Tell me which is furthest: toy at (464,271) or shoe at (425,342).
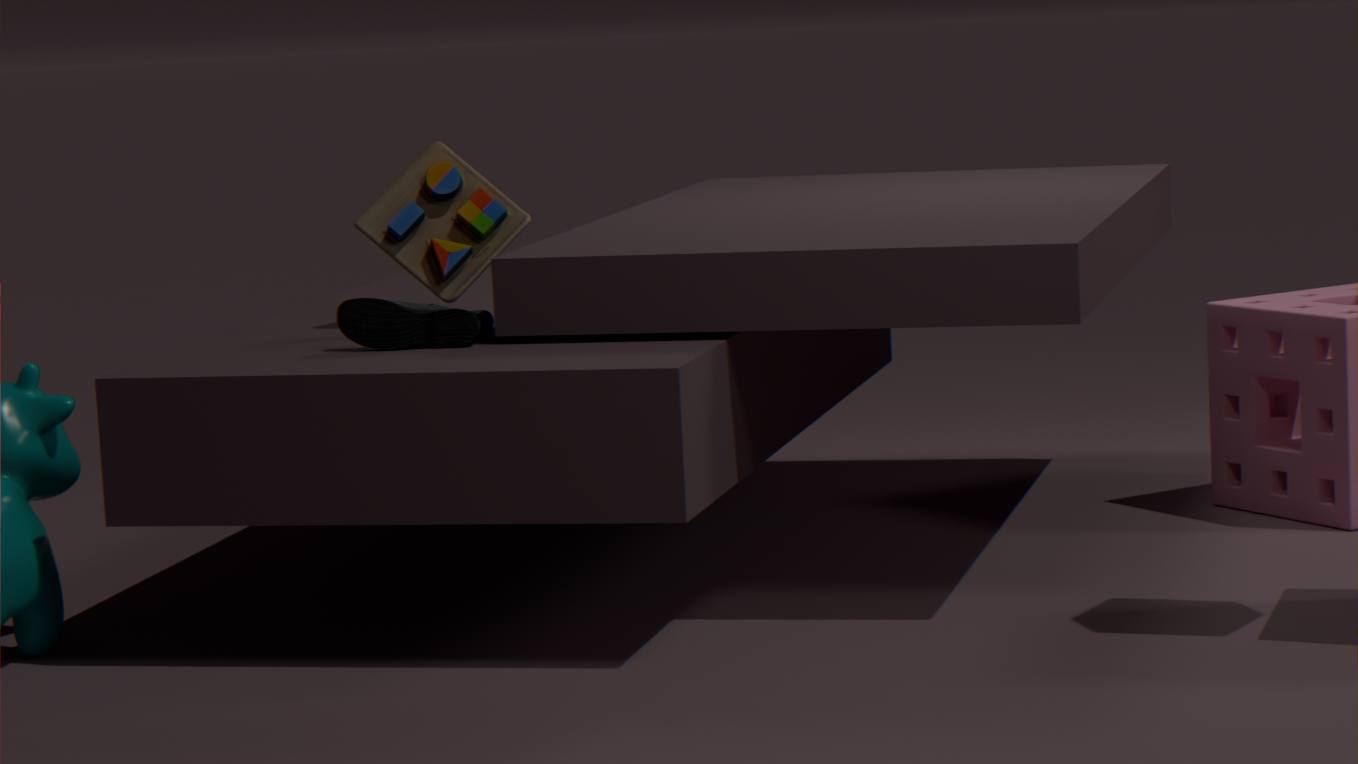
toy at (464,271)
